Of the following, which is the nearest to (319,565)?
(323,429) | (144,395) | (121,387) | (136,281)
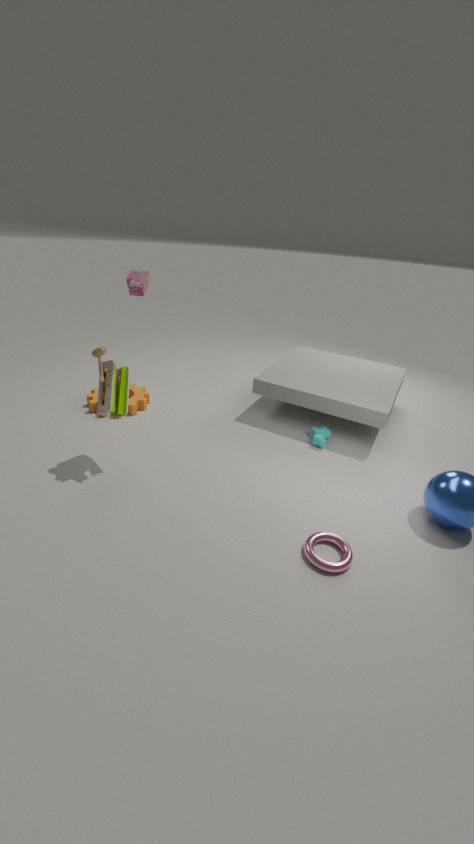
(323,429)
